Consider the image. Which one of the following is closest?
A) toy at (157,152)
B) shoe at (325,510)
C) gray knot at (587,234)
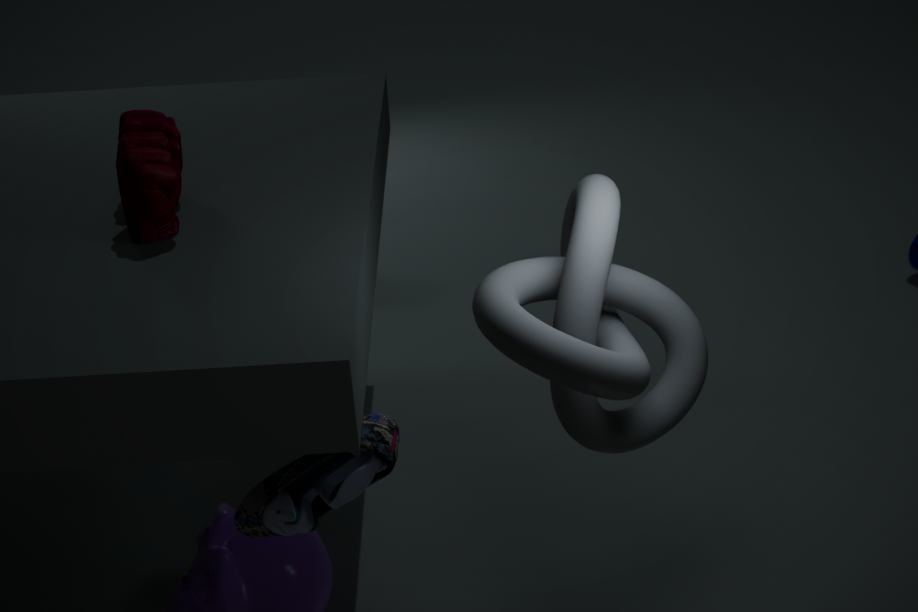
gray knot at (587,234)
